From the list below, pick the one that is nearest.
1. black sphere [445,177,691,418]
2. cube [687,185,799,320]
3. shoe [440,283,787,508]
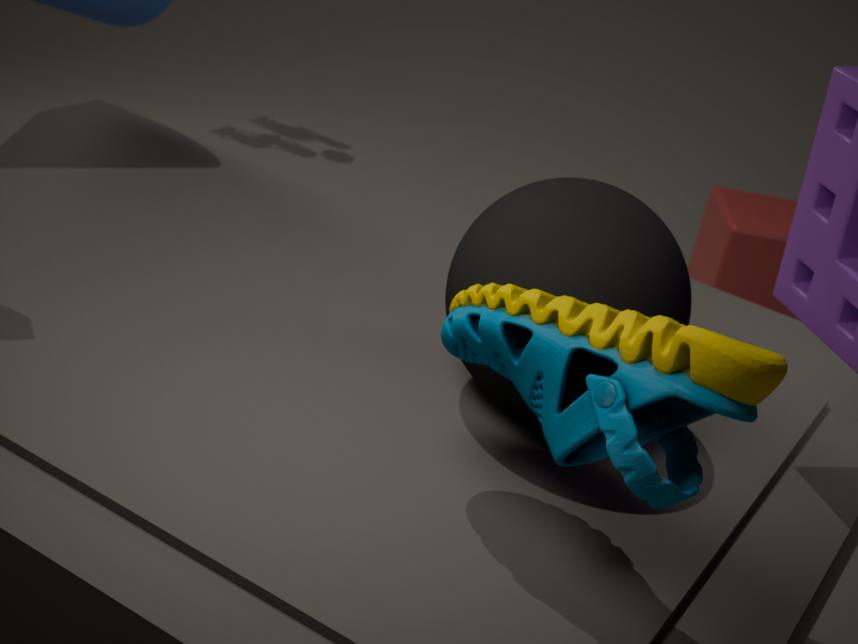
shoe [440,283,787,508]
